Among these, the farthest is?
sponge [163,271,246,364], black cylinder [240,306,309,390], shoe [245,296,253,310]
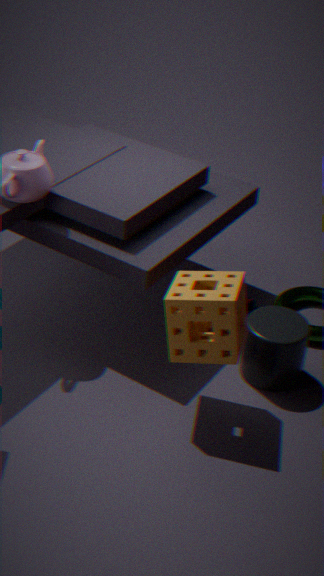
shoe [245,296,253,310]
